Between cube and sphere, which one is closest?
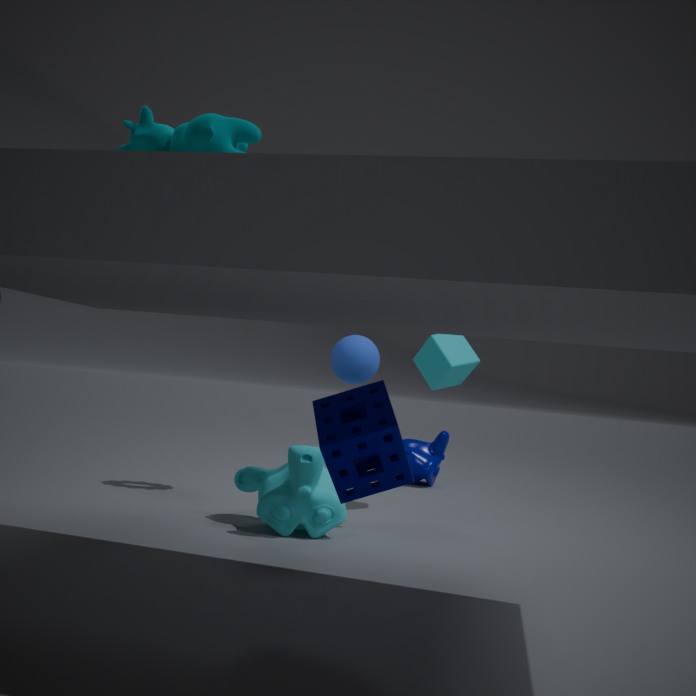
sphere
